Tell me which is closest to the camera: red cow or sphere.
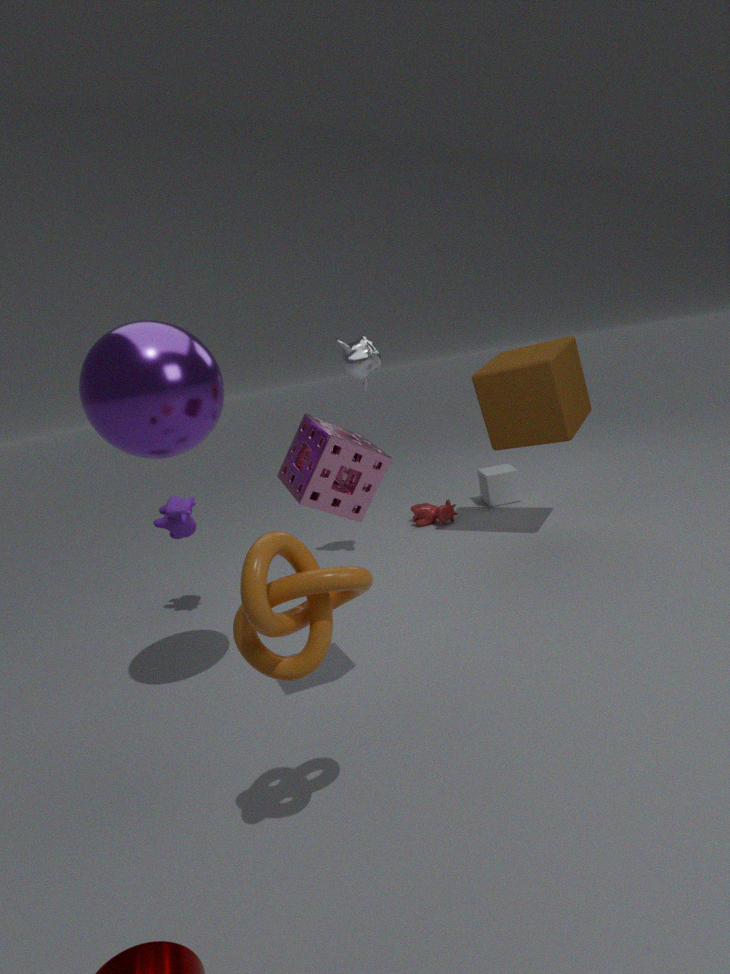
sphere
